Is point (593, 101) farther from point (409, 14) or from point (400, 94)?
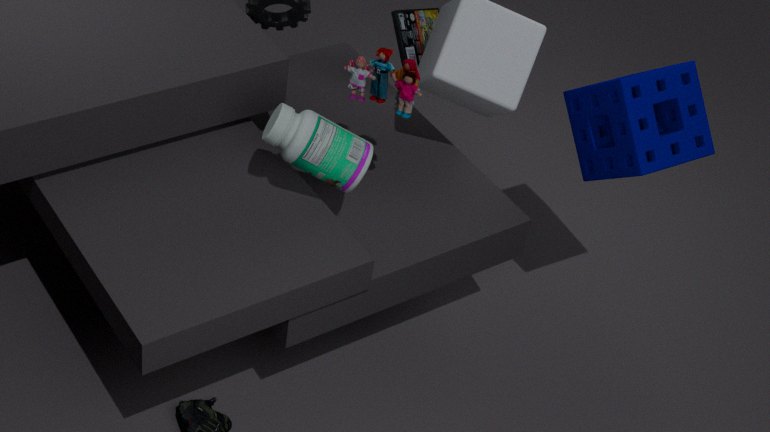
point (409, 14)
